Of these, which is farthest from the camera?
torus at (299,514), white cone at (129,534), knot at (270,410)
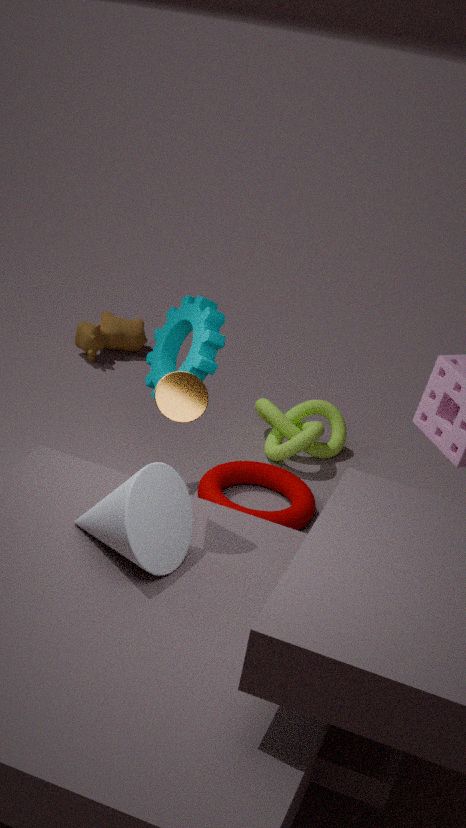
knot at (270,410)
